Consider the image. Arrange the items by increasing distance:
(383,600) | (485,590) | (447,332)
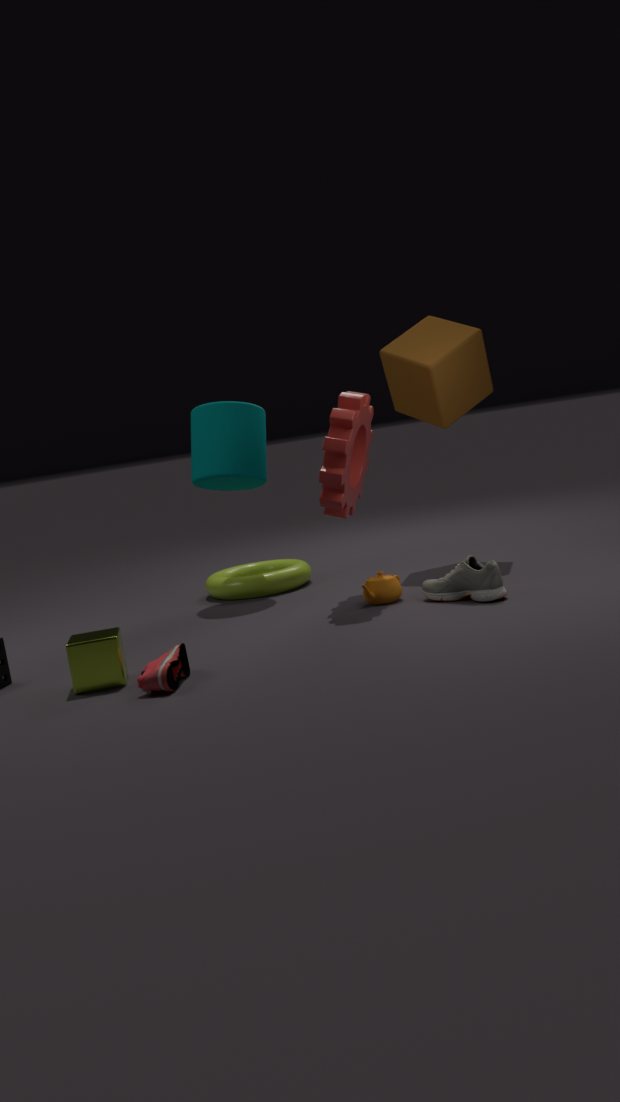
(485,590), (383,600), (447,332)
